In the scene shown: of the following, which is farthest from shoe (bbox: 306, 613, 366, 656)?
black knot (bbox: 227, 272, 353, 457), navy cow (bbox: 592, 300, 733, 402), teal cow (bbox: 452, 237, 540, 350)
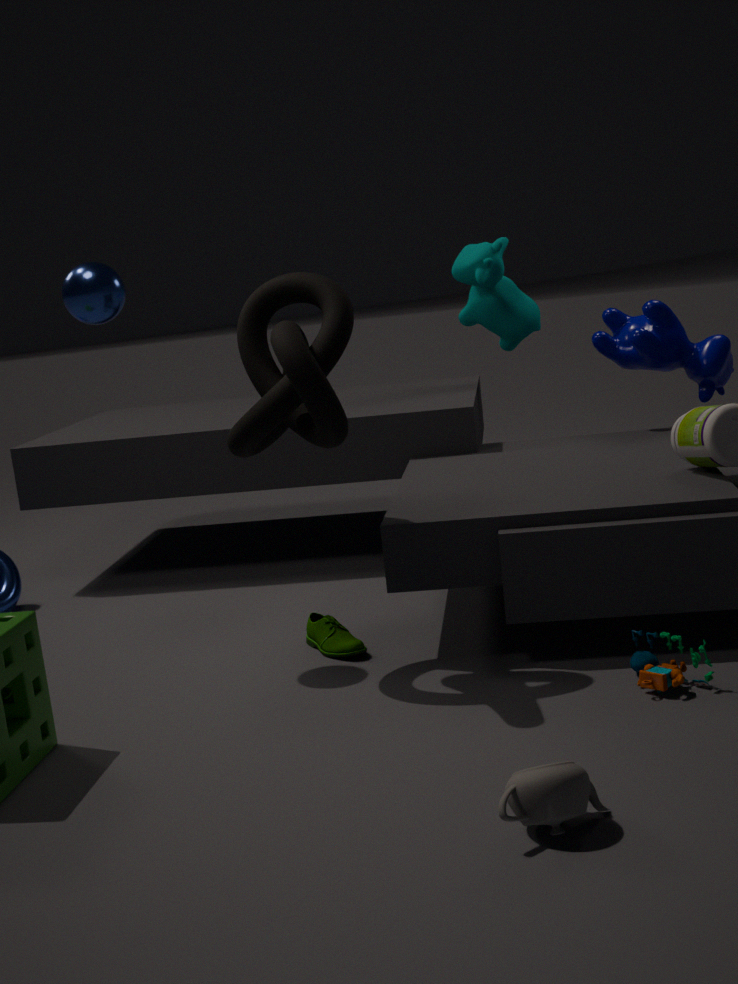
teal cow (bbox: 452, 237, 540, 350)
